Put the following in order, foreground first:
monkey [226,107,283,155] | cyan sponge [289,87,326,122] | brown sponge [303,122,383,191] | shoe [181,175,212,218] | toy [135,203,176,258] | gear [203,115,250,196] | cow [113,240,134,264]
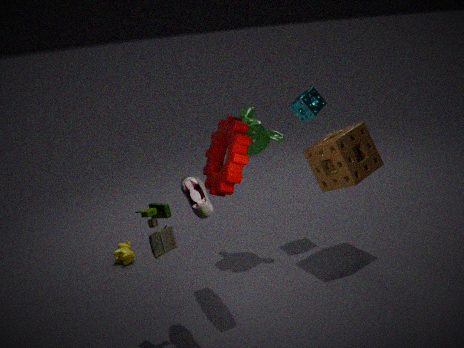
toy [135,203,176,258] < shoe [181,175,212,218] < gear [203,115,250,196] < brown sponge [303,122,383,191] < monkey [226,107,283,155] < cyan sponge [289,87,326,122] < cow [113,240,134,264]
